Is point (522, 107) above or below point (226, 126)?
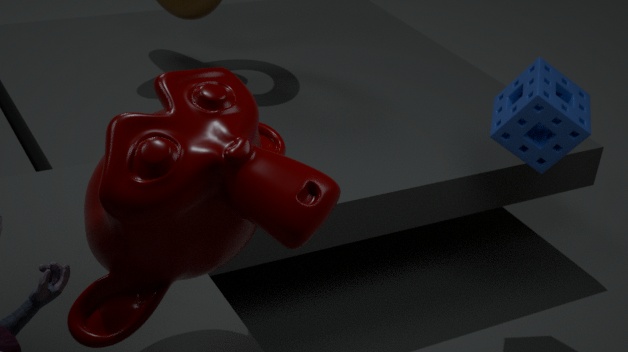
below
